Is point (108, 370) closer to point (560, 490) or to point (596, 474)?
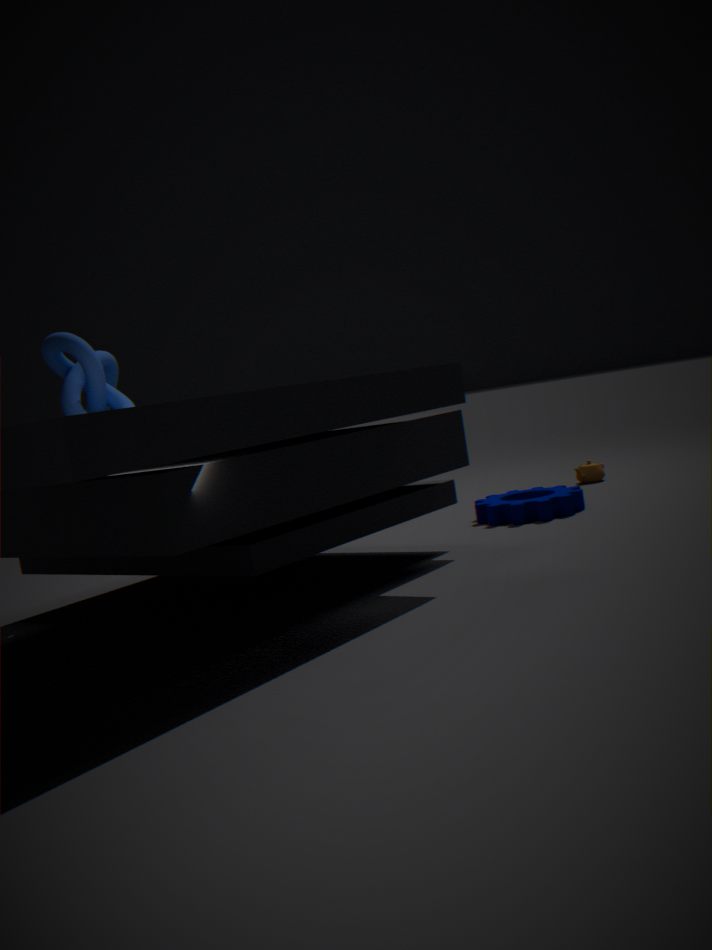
point (560, 490)
